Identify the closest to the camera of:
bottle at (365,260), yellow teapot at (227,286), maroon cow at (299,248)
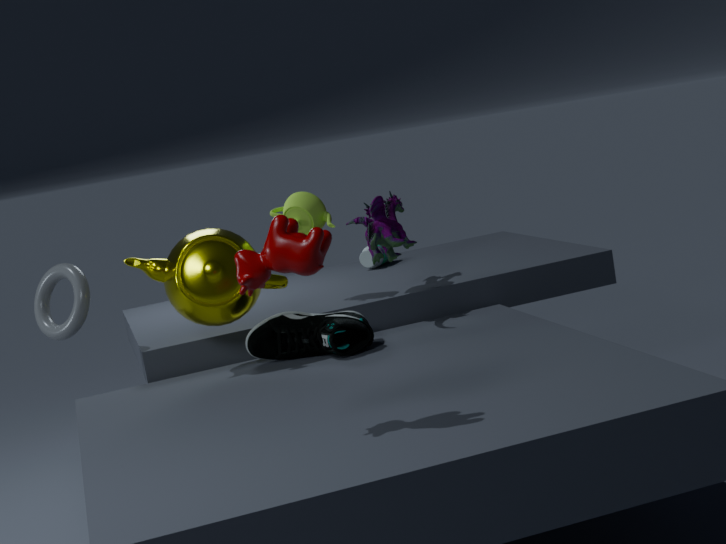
maroon cow at (299,248)
